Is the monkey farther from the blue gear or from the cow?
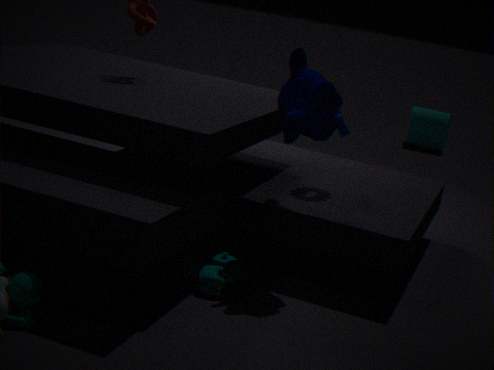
the cow
